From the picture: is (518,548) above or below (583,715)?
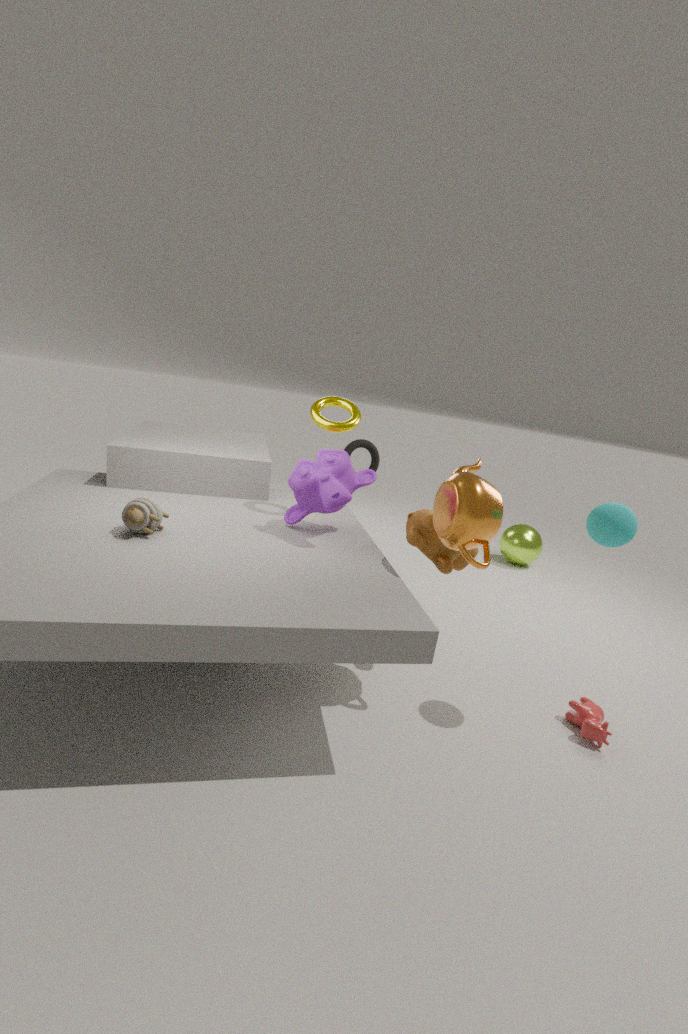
above
